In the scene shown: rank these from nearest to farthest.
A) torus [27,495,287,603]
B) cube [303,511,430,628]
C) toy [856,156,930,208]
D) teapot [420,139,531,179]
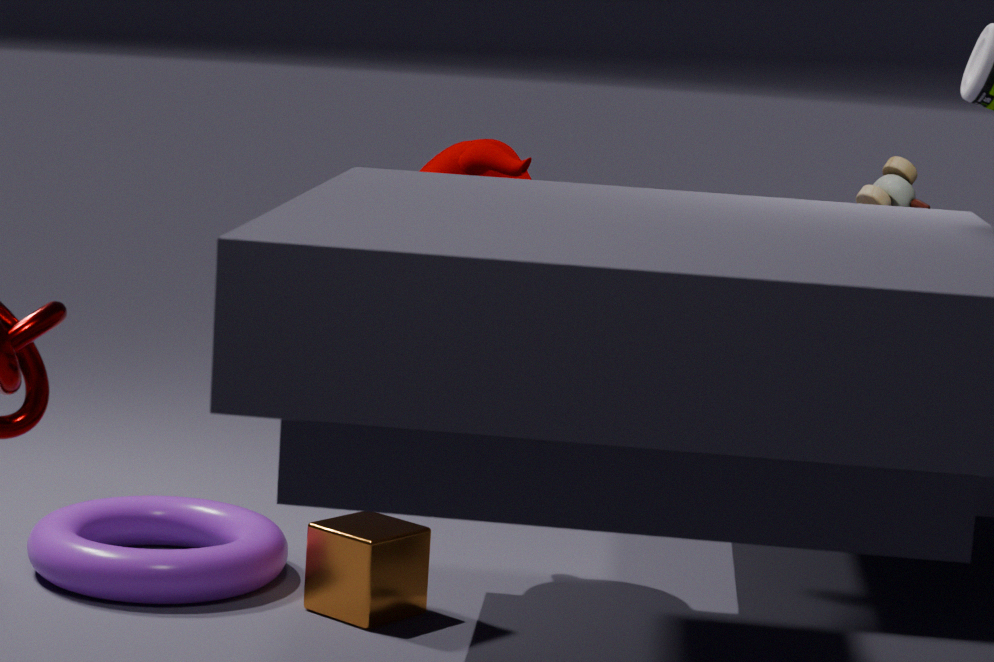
cube [303,511,430,628], torus [27,495,287,603], teapot [420,139,531,179], toy [856,156,930,208]
